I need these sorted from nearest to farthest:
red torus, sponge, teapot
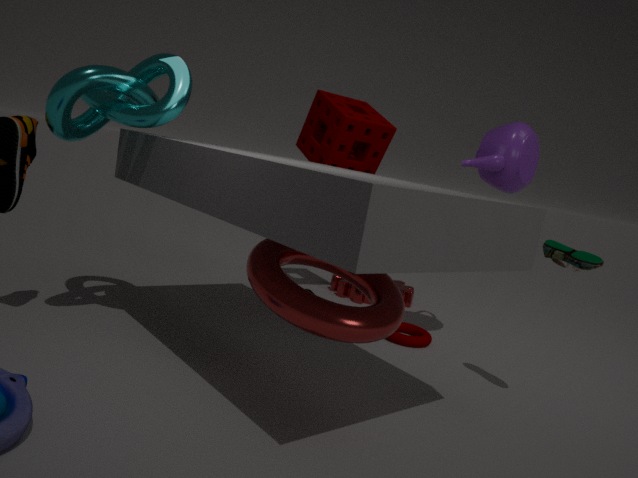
red torus, teapot, sponge
